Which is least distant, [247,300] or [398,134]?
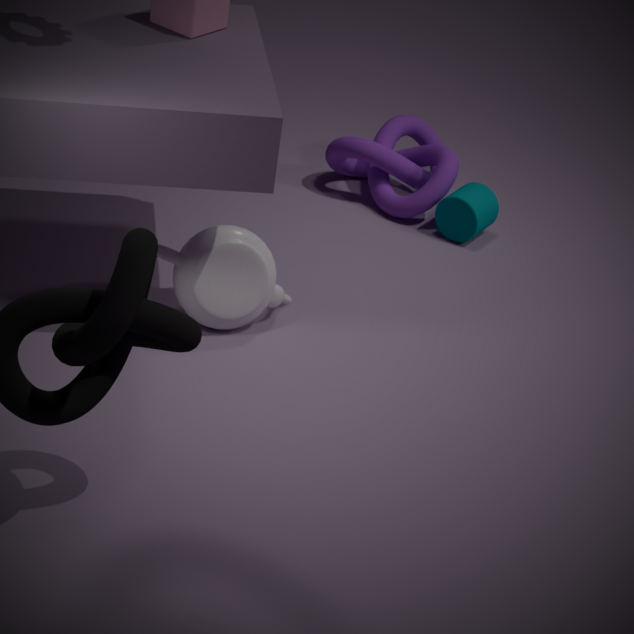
[247,300]
